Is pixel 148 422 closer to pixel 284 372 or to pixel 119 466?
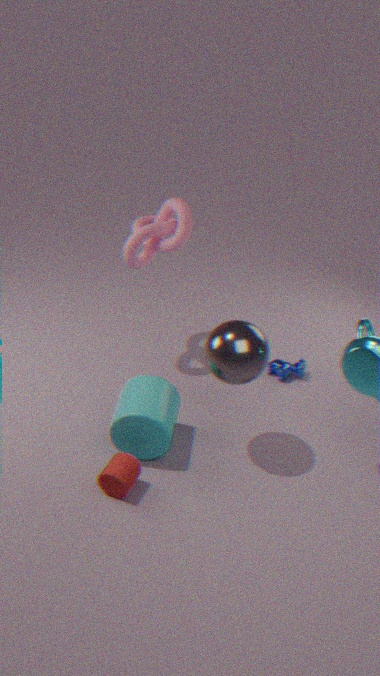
pixel 119 466
